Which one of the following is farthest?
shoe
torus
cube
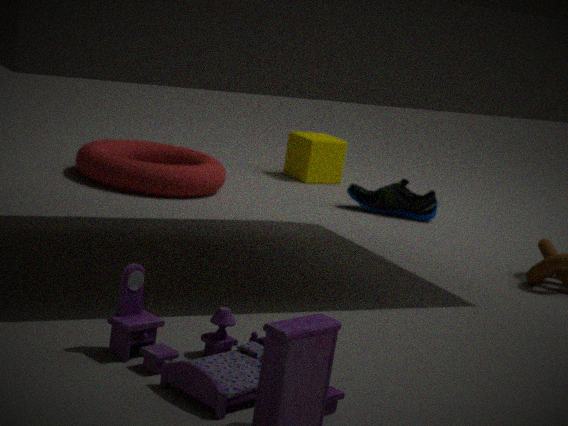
cube
